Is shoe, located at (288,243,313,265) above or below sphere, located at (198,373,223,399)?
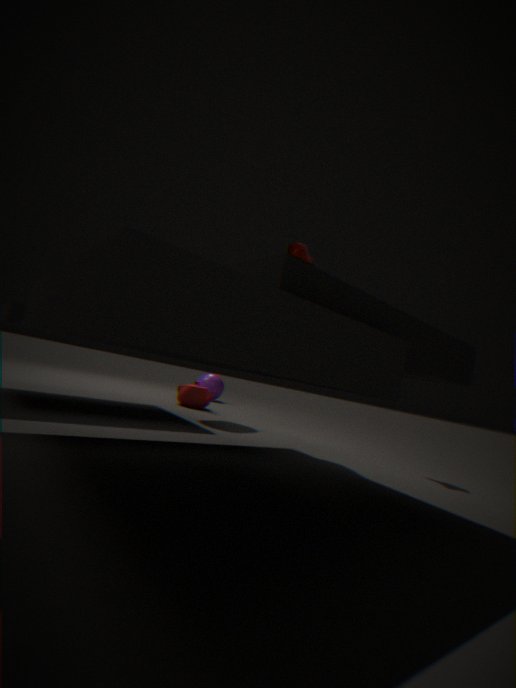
above
